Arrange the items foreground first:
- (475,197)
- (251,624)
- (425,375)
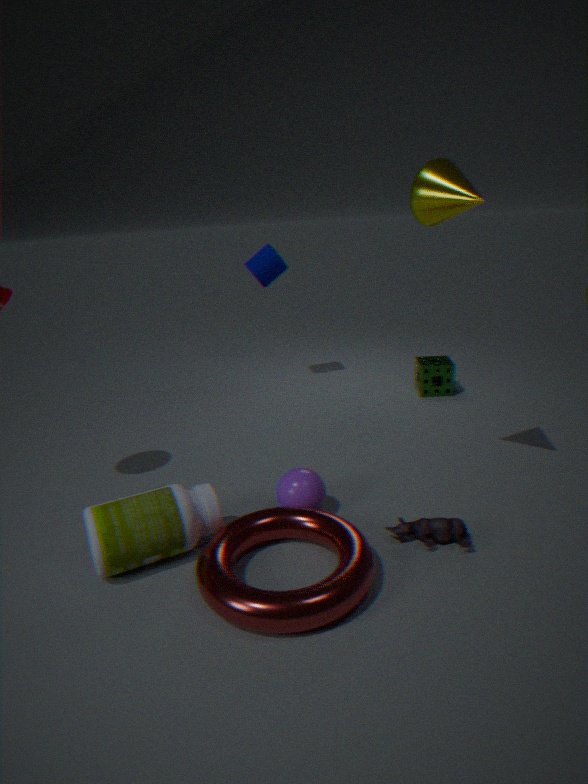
(251,624)
(475,197)
(425,375)
